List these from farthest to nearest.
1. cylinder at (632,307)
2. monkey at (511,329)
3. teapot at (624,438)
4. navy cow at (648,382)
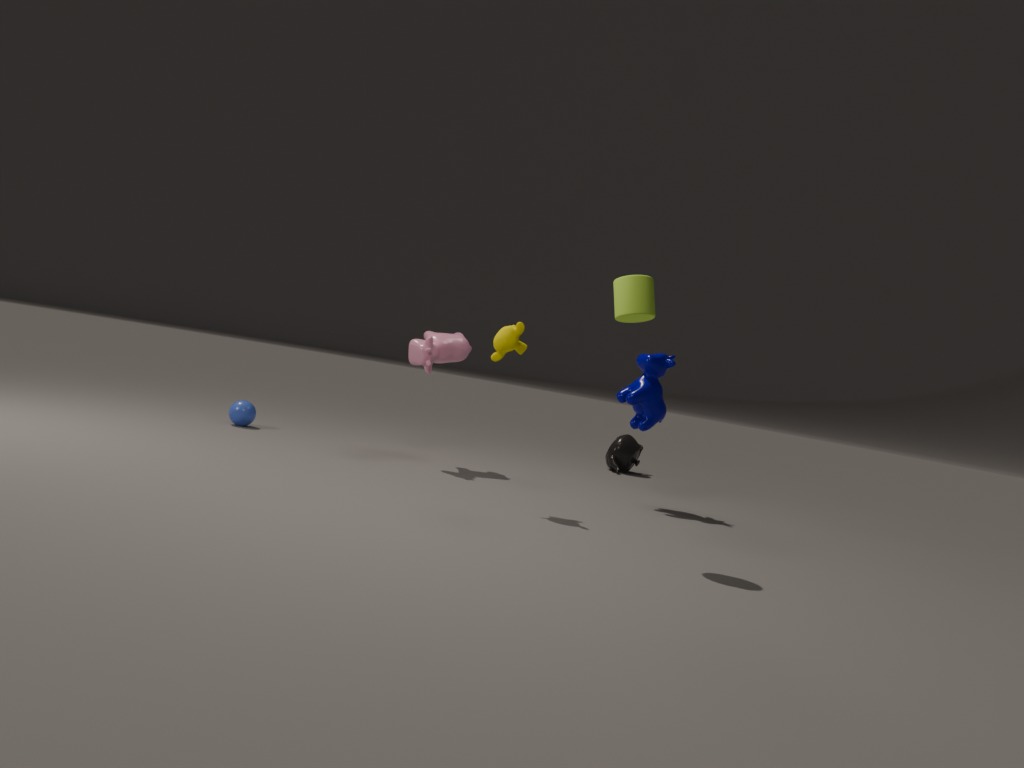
teapot at (624,438) → navy cow at (648,382) → monkey at (511,329) → cylinder at (632,307)
